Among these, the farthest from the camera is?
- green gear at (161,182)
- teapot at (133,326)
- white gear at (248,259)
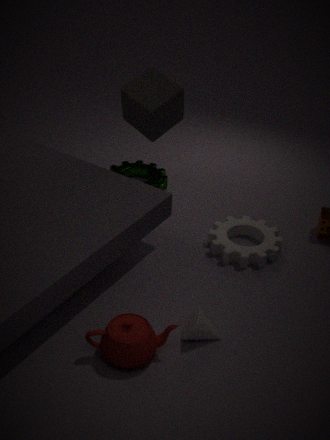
green gear at (161,182)
